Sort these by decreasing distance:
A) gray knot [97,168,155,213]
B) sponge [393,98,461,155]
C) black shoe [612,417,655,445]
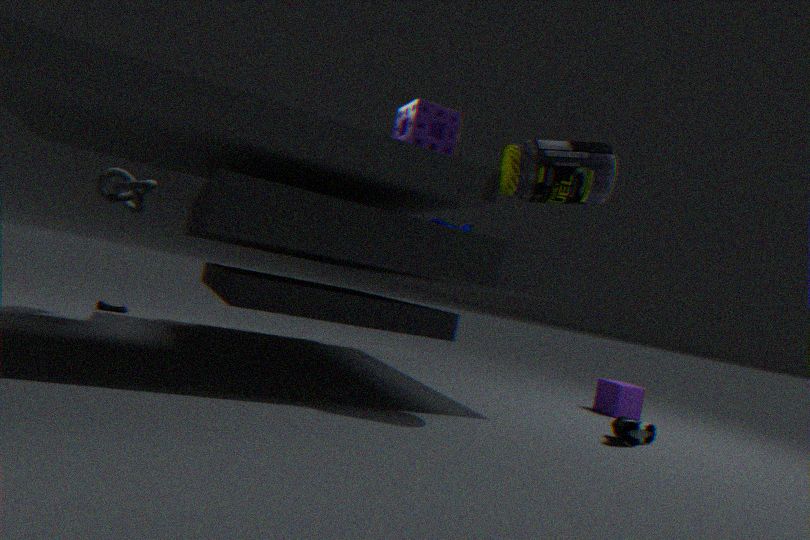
gray knot [97,168,155,213] → black shoe [612,417,655,445] → sponge [393,98,461,155]
